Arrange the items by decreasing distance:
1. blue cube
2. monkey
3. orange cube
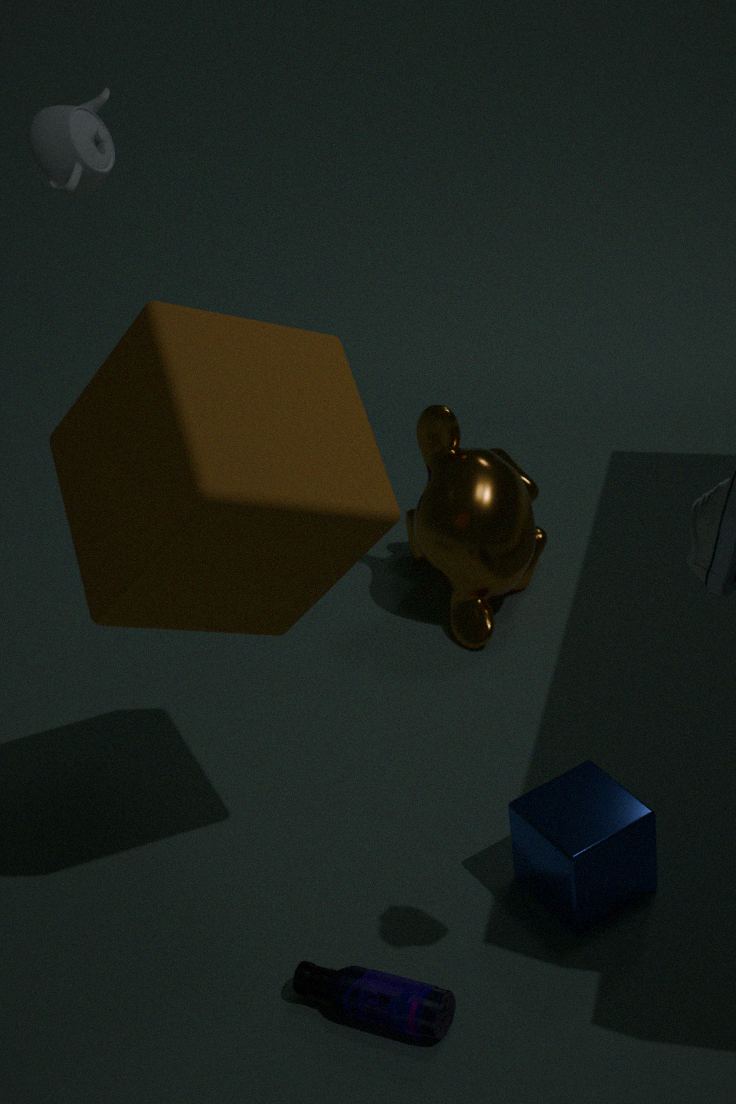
monkey → blue cube → orange cube
